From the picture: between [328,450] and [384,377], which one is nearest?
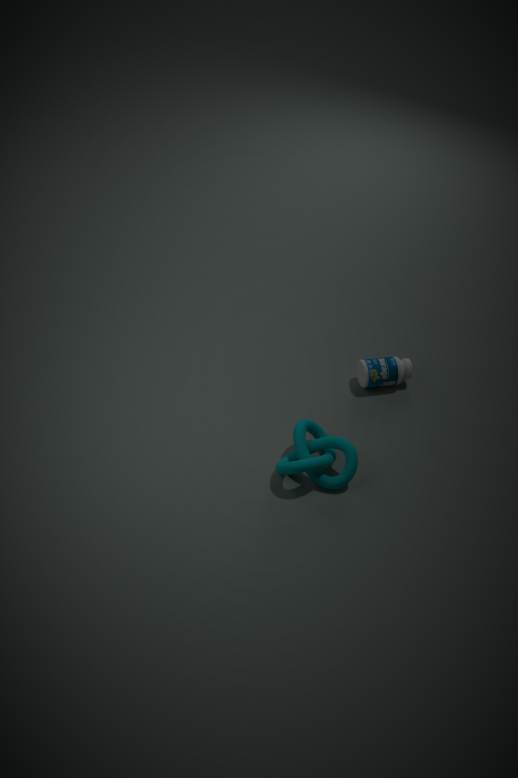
[328,450]
